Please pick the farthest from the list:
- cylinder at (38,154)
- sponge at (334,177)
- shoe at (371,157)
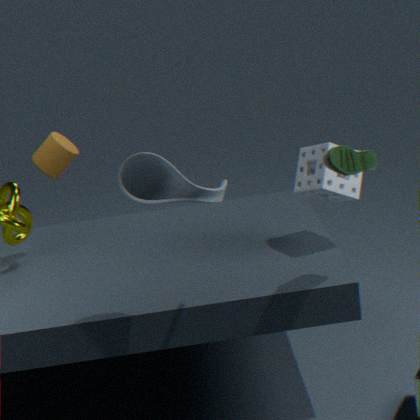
cylinder at (38,154)
